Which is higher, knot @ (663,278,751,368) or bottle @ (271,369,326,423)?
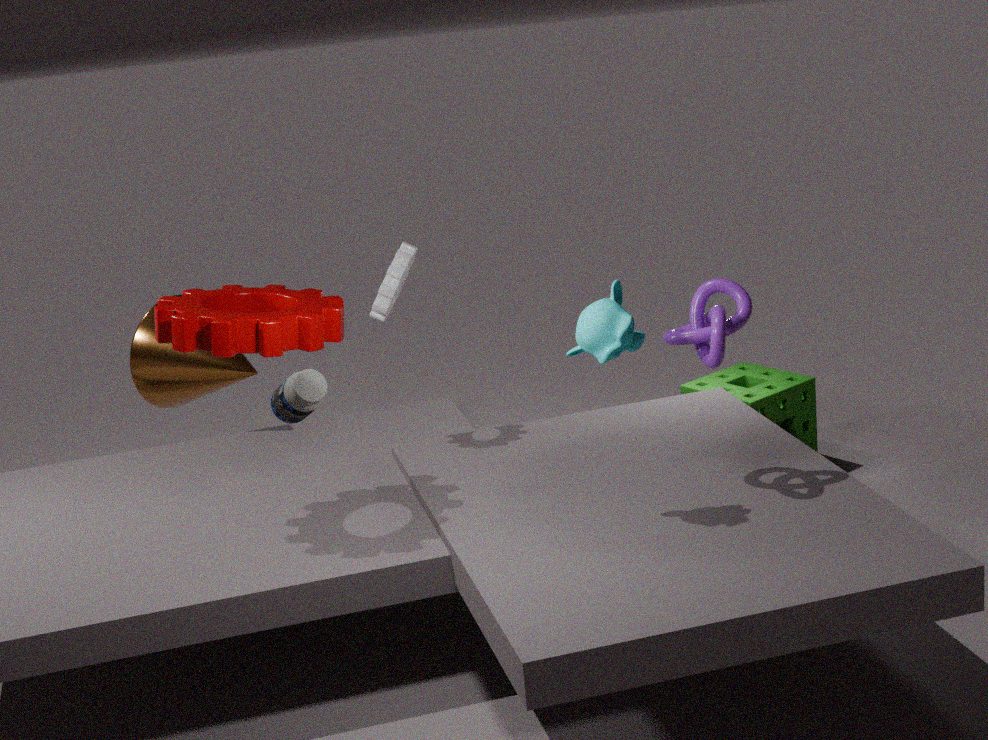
knot @ (663,278,751,368)
